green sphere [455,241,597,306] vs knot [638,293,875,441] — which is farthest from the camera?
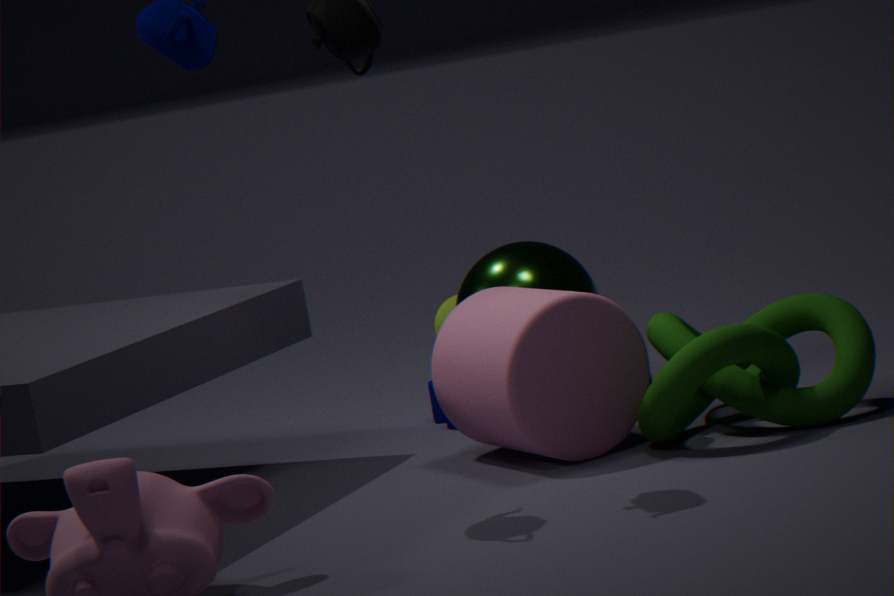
green sphere [455,241,597,306]
